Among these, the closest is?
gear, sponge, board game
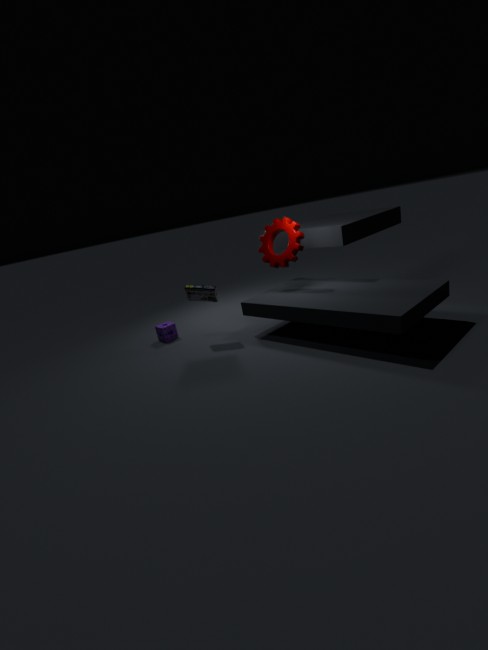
gear
